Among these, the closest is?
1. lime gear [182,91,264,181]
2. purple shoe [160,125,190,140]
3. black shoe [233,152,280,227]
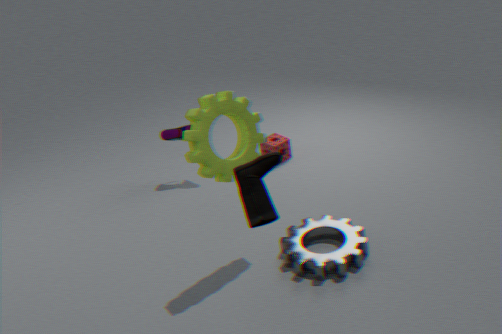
black shoe [233,152,280,227]
